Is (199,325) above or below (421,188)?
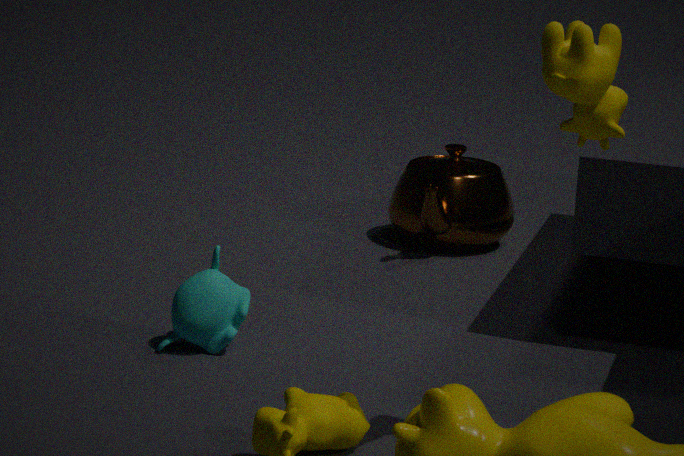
below
